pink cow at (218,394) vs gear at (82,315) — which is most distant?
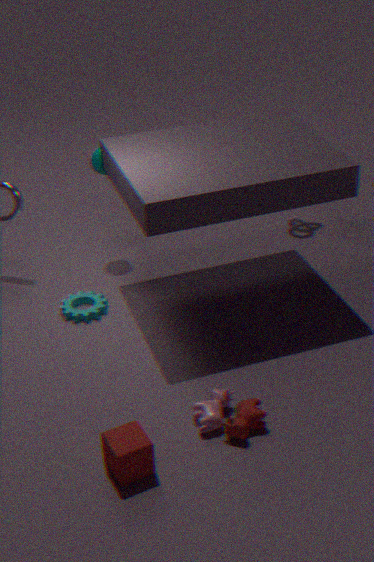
gear at (82,315)
